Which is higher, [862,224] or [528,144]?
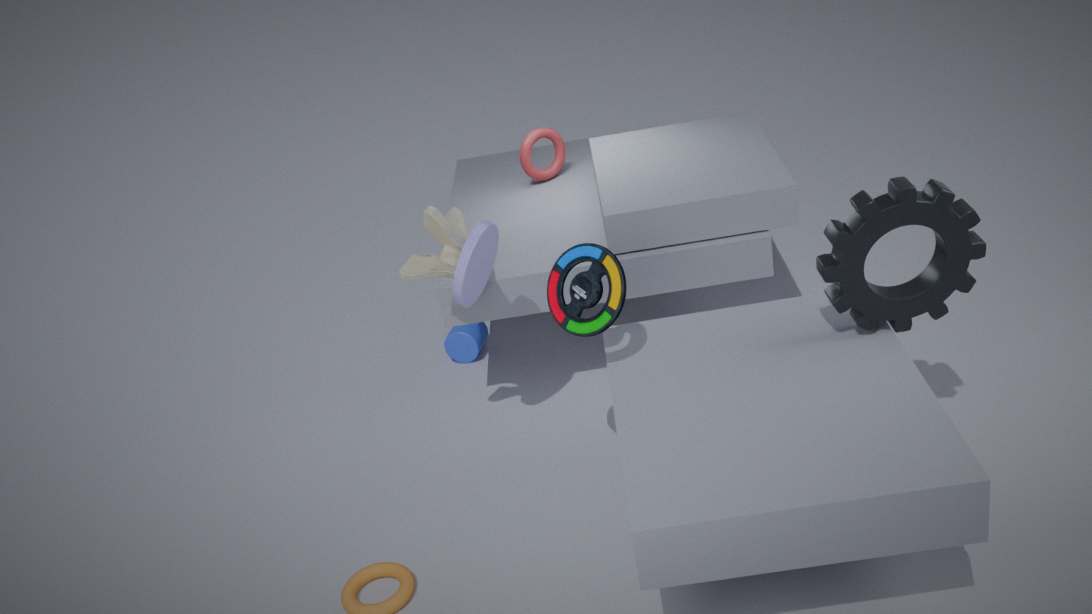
[862,224]
